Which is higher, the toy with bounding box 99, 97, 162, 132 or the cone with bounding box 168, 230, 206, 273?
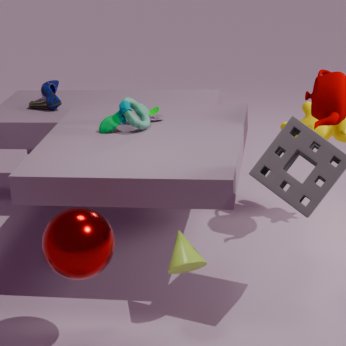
the toy with bounding box 99, 97, 162, 132
